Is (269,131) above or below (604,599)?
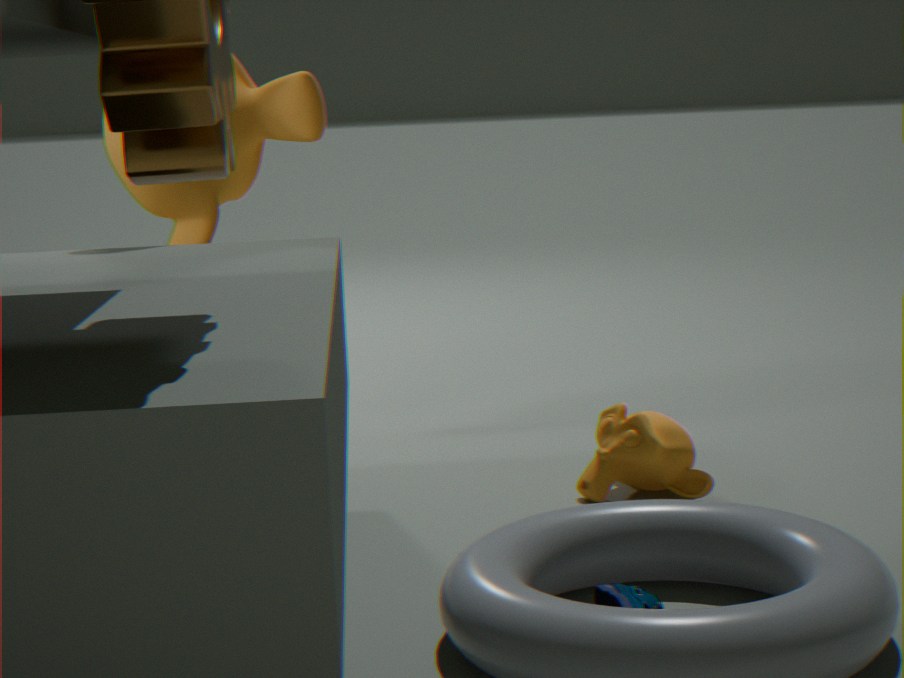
above
